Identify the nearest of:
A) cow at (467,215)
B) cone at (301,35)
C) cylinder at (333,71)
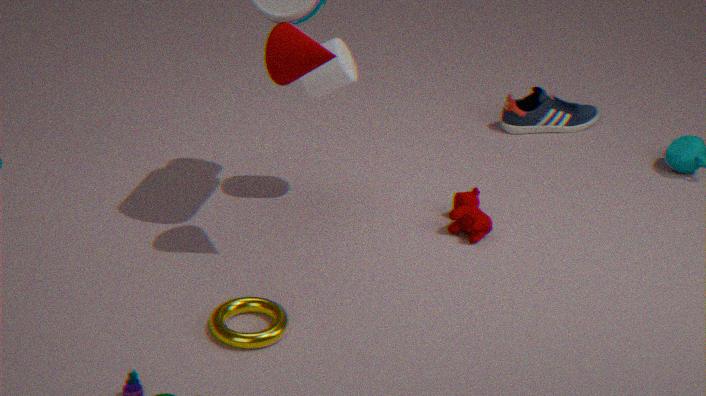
cone at (301,35)
